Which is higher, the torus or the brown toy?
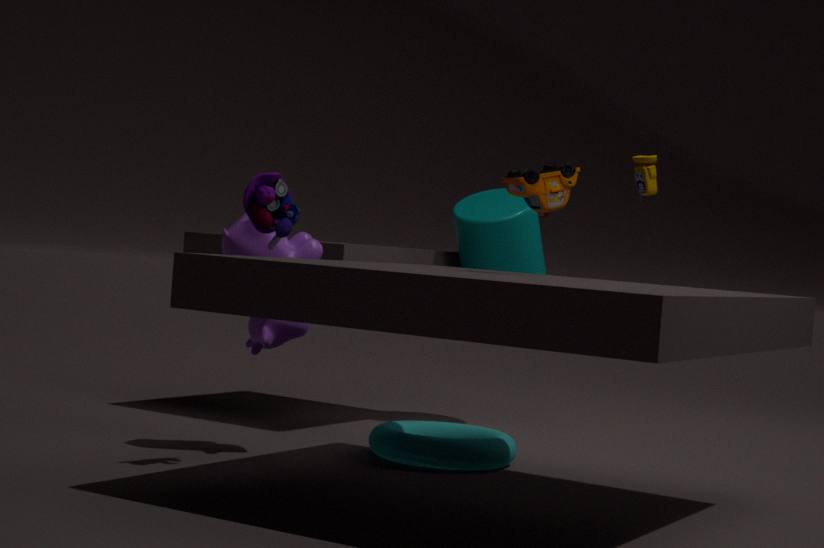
the brown toy
